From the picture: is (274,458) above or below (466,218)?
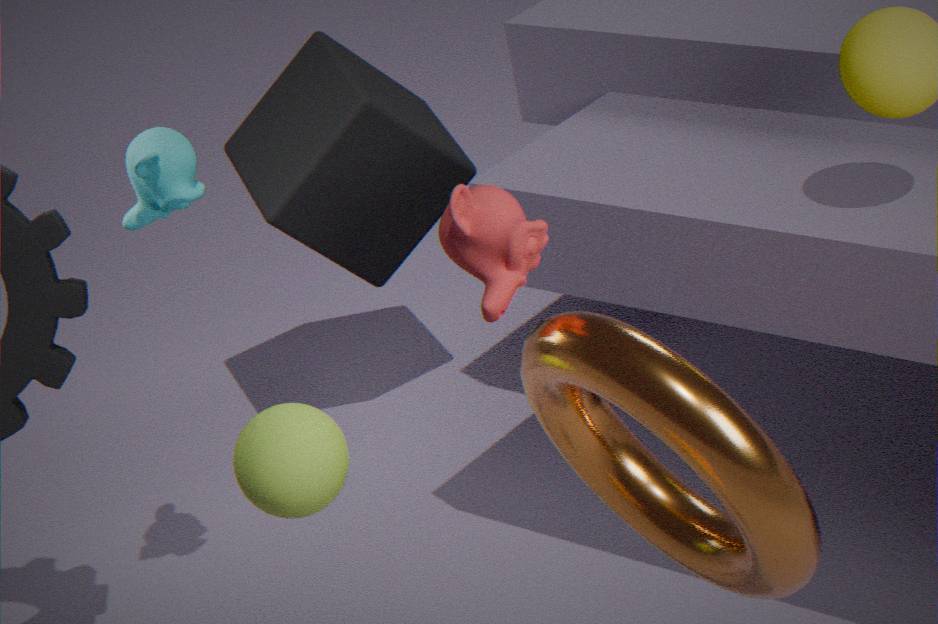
below
